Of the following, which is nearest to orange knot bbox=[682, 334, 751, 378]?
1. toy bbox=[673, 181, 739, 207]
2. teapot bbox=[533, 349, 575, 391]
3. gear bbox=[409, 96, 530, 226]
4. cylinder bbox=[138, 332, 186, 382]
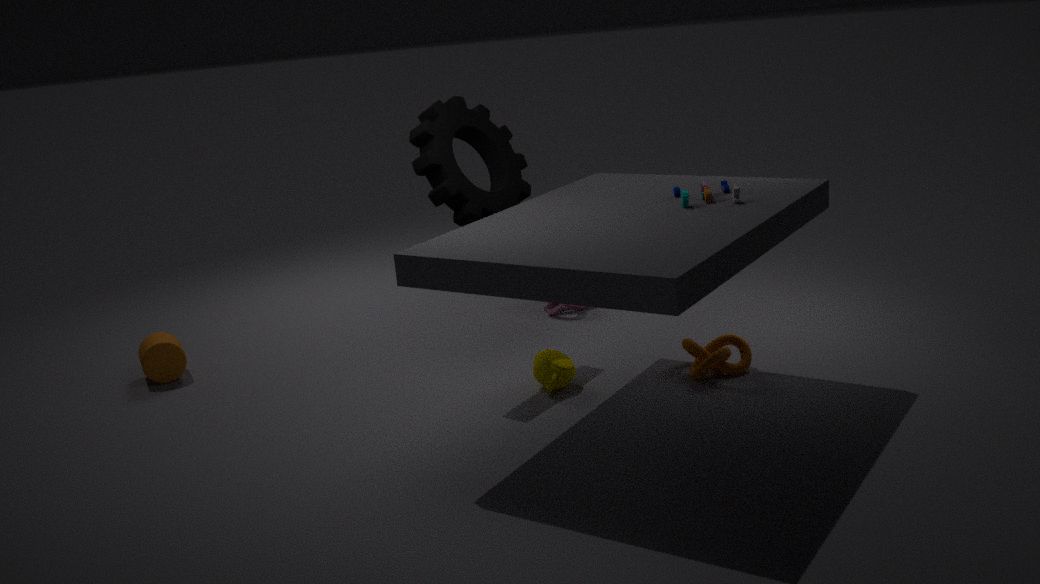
teapot bbox=[533, 349, 575, 391]
